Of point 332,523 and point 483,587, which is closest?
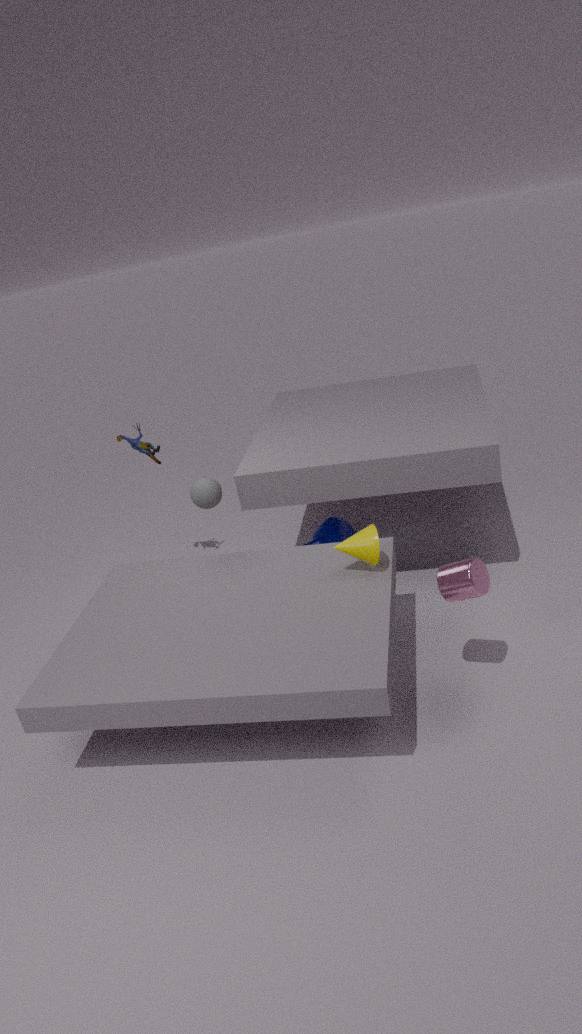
point 483,587
